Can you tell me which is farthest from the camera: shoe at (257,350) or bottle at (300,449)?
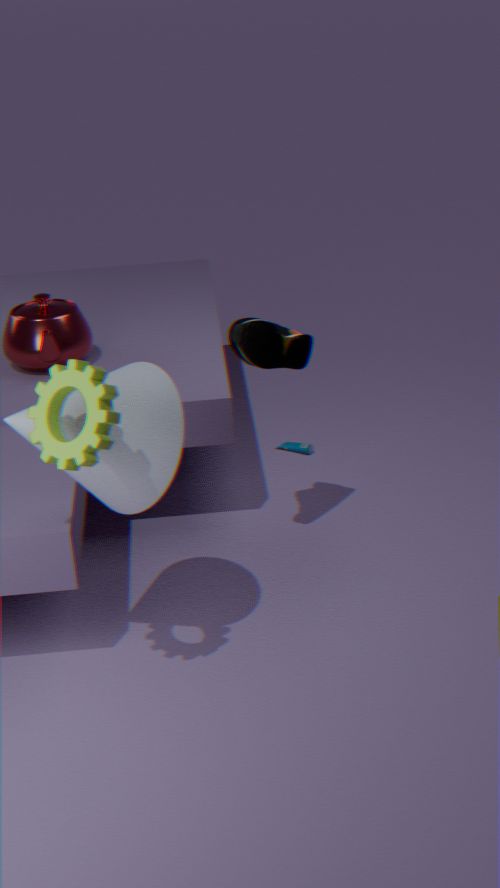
bottle at (300,449)
